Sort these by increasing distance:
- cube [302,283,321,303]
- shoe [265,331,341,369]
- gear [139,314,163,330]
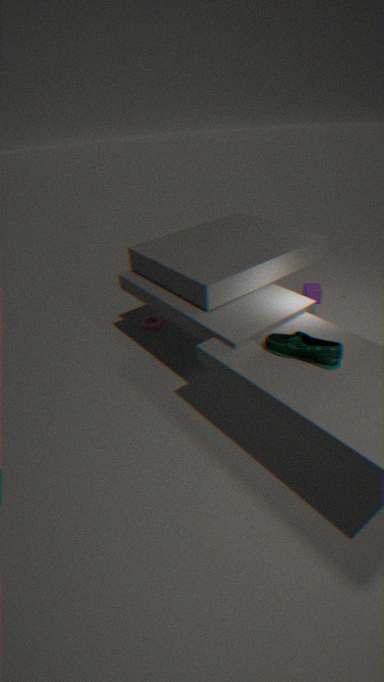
shoe [265,331,341,369] < gear [139,314,163,330] < cube [302,283,321,303]
